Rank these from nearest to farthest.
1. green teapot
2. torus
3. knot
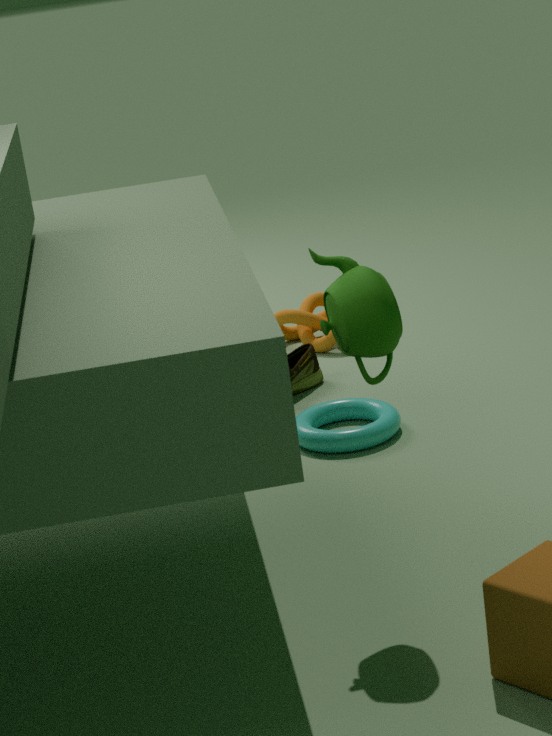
green teapot
torus
knot
